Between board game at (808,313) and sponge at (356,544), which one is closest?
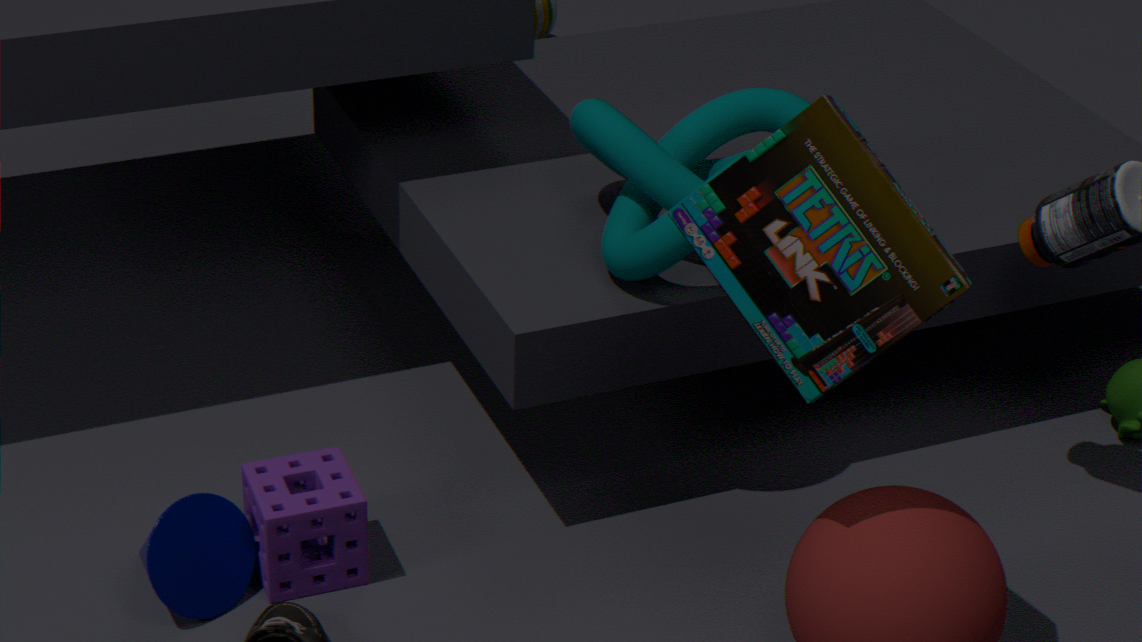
board game at (808,313)
